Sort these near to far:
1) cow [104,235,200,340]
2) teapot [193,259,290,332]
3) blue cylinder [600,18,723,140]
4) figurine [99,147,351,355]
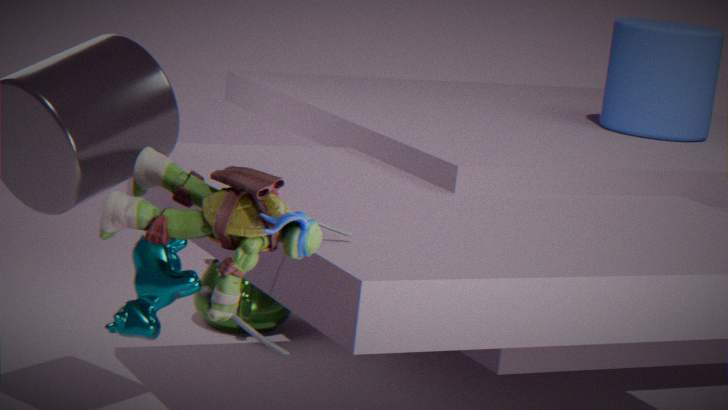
4. figurine [99,147,351,355] < 1. cow [104,235,200,340] < 3. blue cylinder [600,18,723,140] < 2. teapot [193,259,290,332]
